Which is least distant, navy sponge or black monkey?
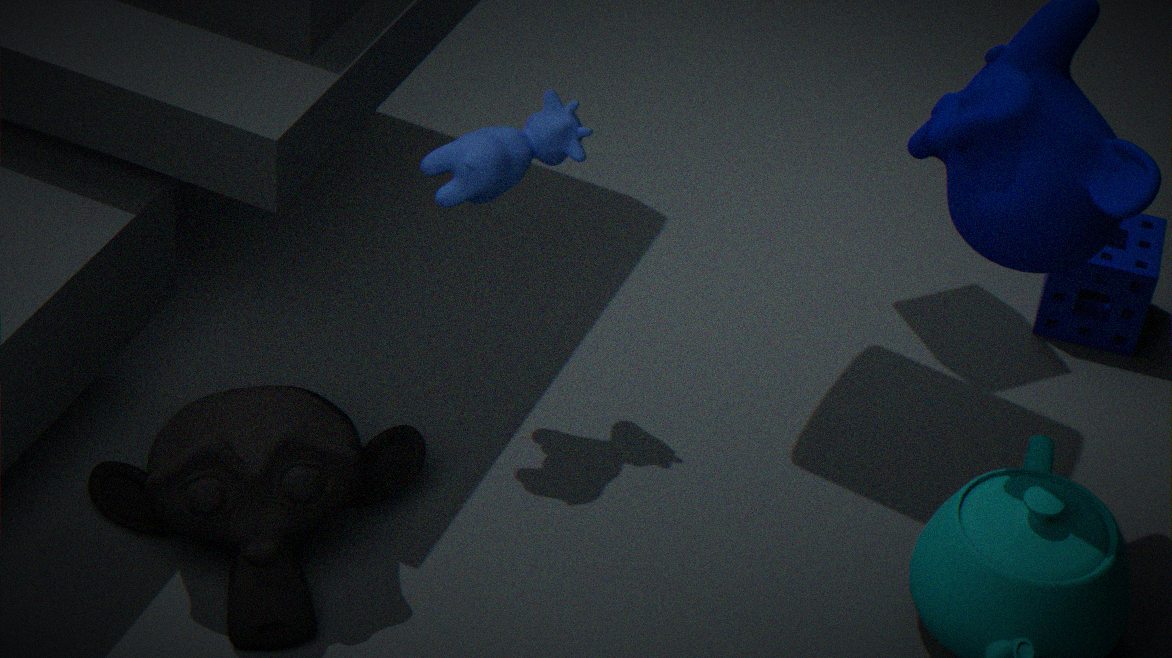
black monkey
